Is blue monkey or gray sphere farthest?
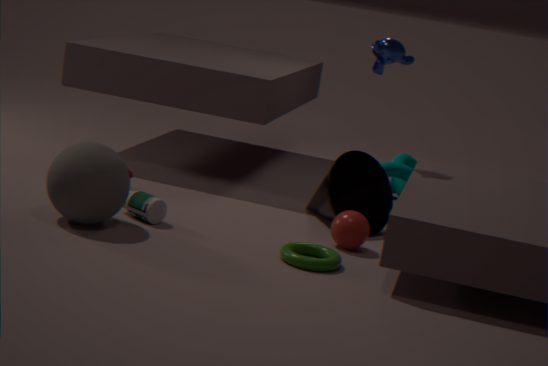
blue monkey
